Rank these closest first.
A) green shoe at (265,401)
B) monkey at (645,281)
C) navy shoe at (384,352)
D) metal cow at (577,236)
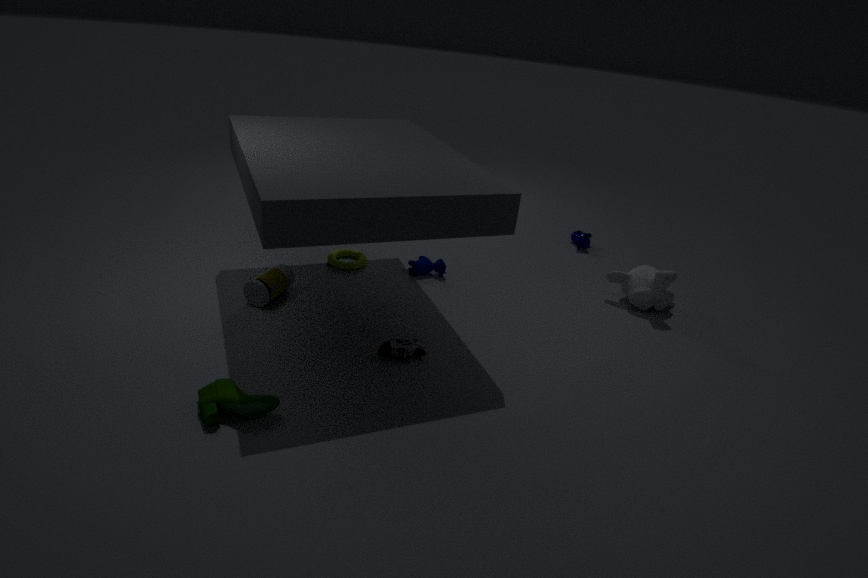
green shoe at (265,401), navy shoe at (384,352), monkey at (645,281), metal cow at (577,236)
